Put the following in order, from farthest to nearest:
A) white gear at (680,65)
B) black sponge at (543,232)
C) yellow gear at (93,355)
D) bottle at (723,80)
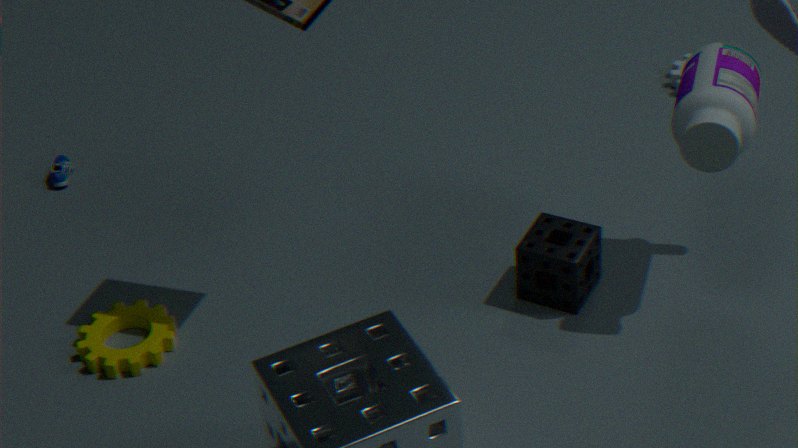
1. white gear at (680,65)
2. yellow gear at (93,355)
3. black sponge at (543,232)
4. bottle at (723,80)
